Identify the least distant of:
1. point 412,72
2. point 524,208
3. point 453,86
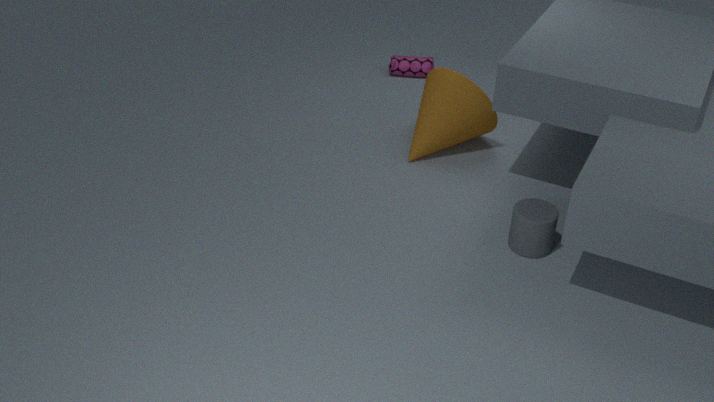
point 524,208
